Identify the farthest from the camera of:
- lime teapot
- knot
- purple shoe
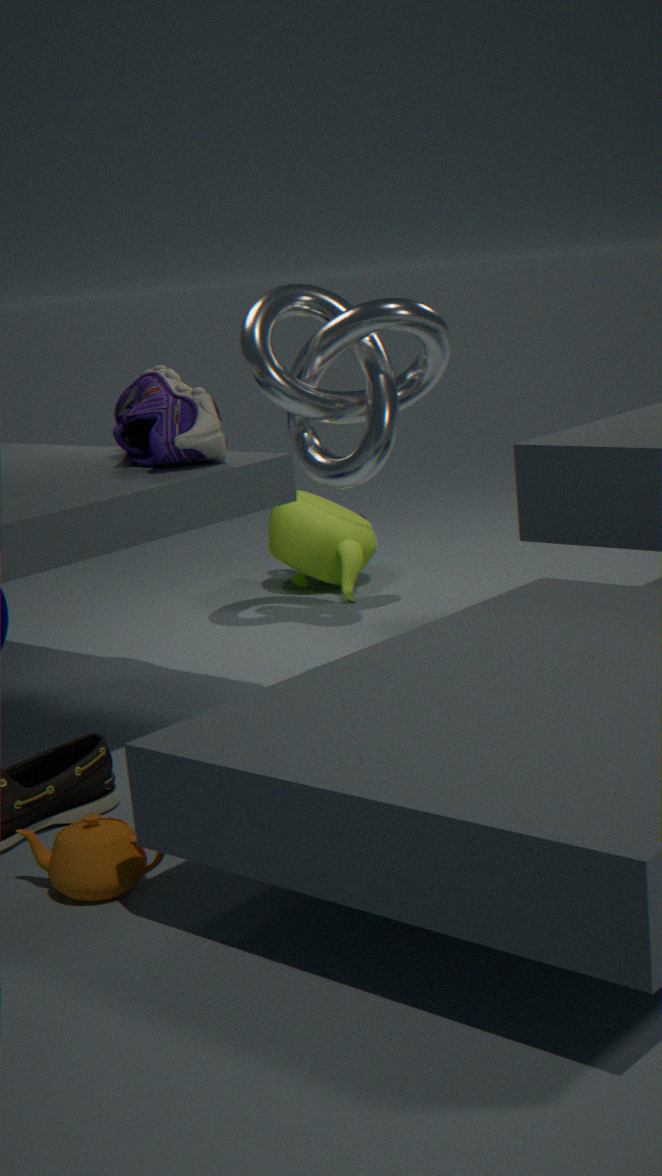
lime teapot
